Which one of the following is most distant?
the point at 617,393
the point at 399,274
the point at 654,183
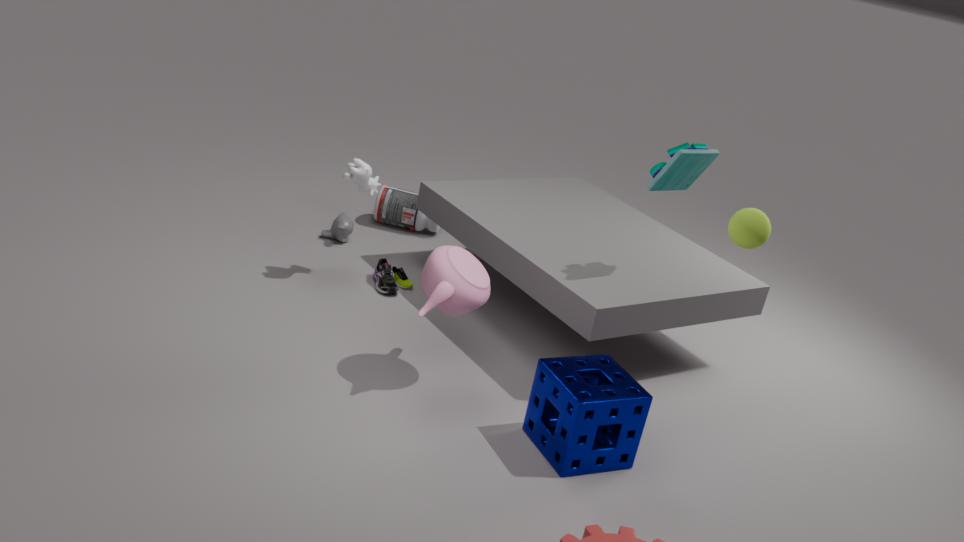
the point at 399,274
